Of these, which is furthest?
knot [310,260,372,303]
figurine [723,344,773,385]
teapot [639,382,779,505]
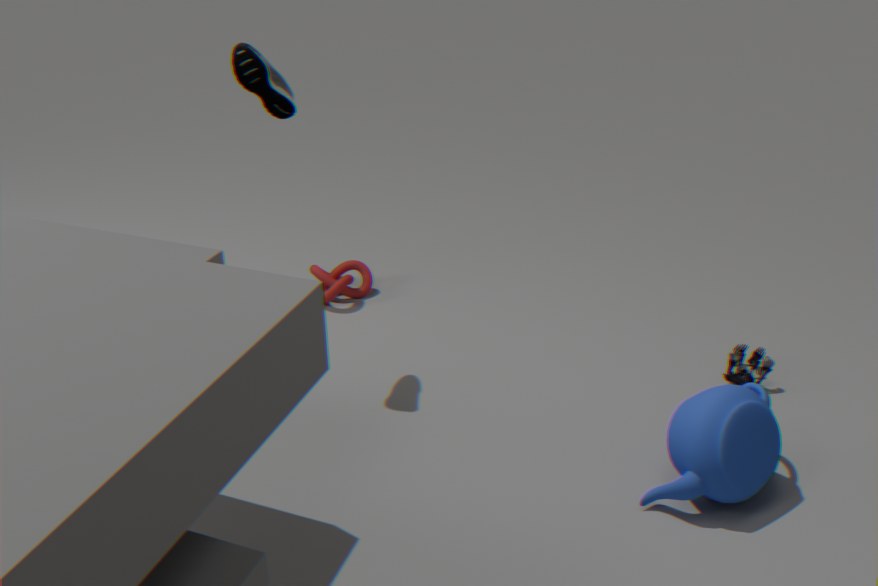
knot [310,260,372,303]
